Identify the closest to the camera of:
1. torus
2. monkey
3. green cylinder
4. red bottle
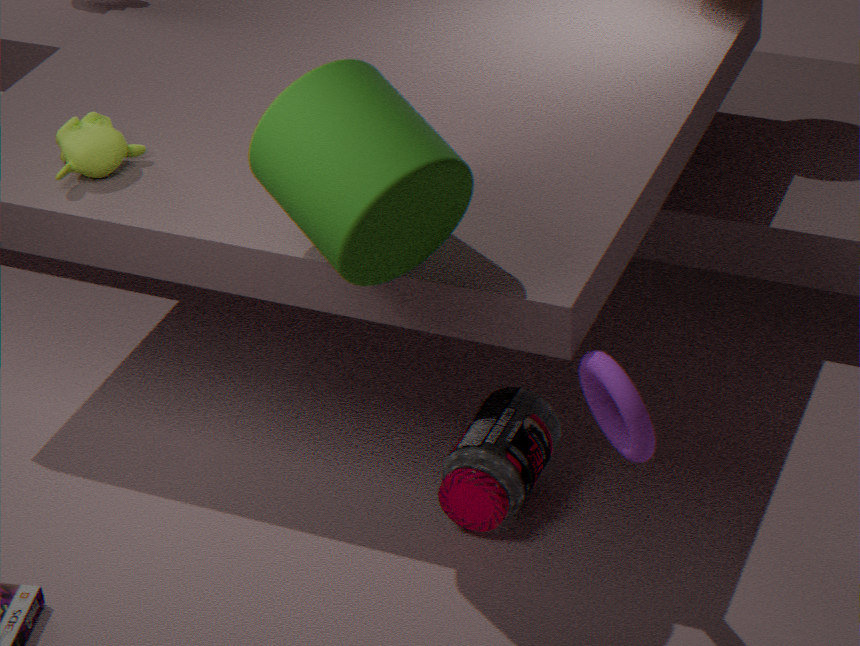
green cylinder
